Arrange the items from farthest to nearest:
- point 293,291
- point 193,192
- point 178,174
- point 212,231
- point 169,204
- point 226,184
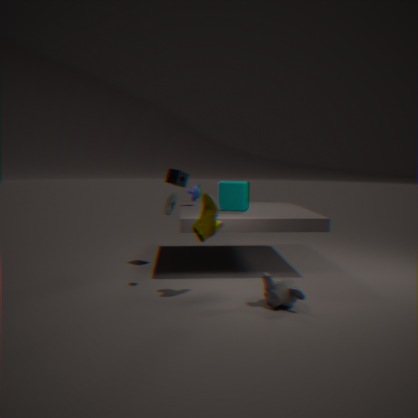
point 193,192 → point 226,184 → point 178,174 → point 169,204 → point 212,231 → point 293,291
